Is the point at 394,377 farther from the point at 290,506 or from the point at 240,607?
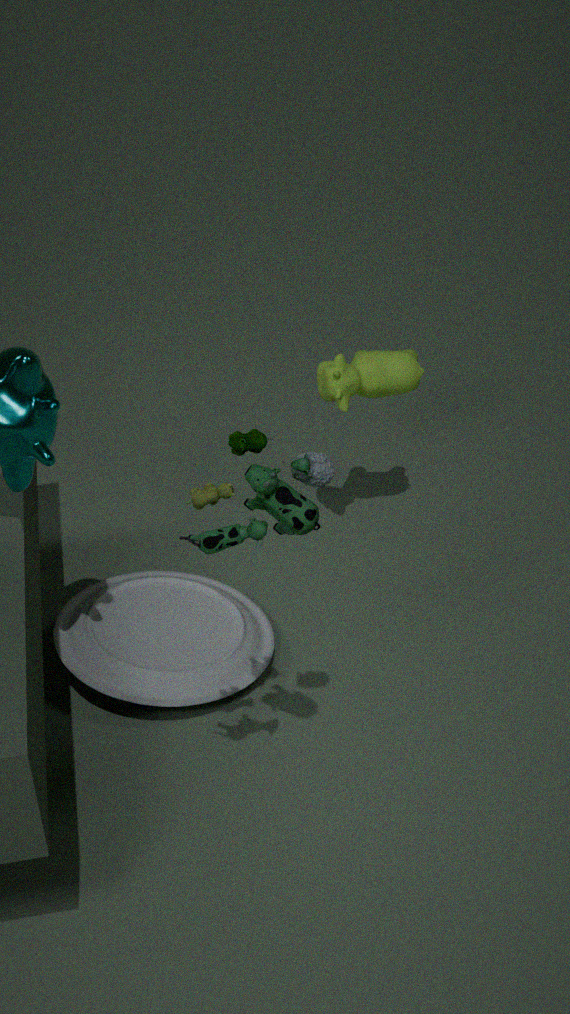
the point at 290,506
